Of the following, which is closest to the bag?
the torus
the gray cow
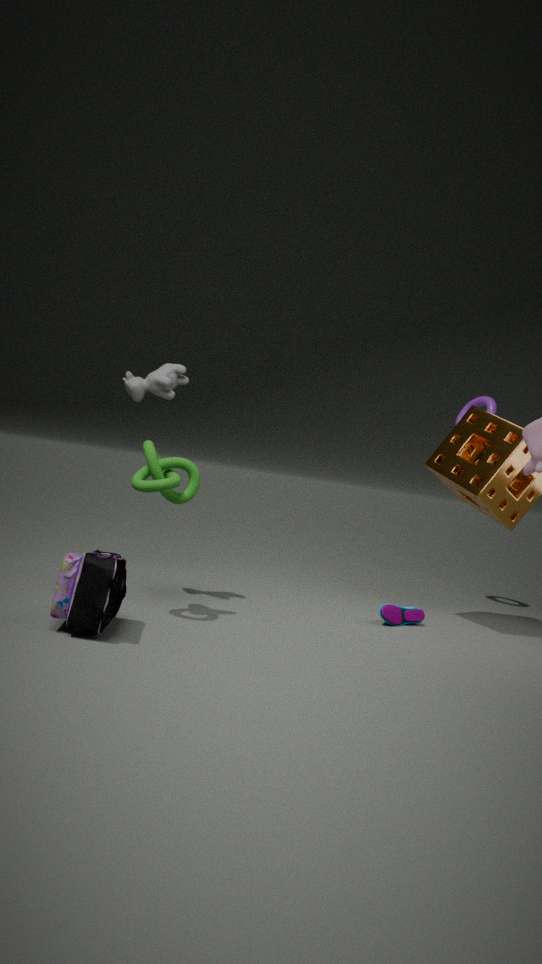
the gray cow
